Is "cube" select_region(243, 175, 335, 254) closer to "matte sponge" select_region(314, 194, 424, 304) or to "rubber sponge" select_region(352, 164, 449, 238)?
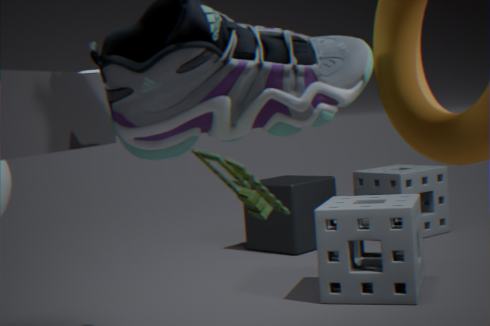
"rubber sponge" select_region(352, 164, 449, 238)
